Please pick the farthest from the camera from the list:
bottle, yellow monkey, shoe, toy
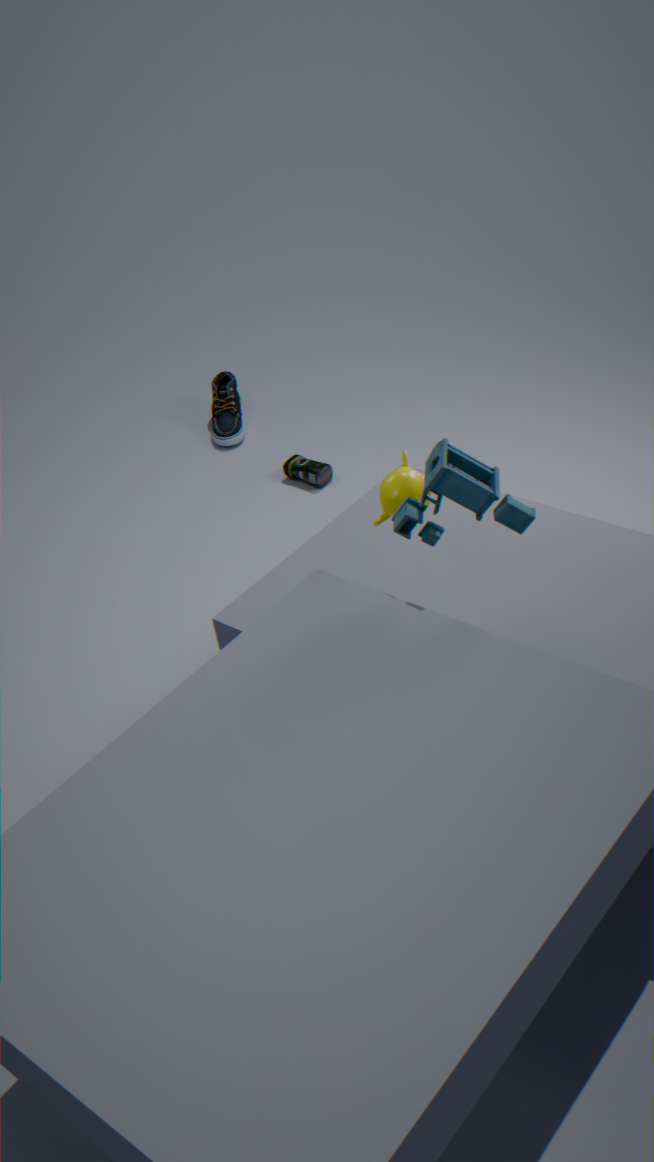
shoe
